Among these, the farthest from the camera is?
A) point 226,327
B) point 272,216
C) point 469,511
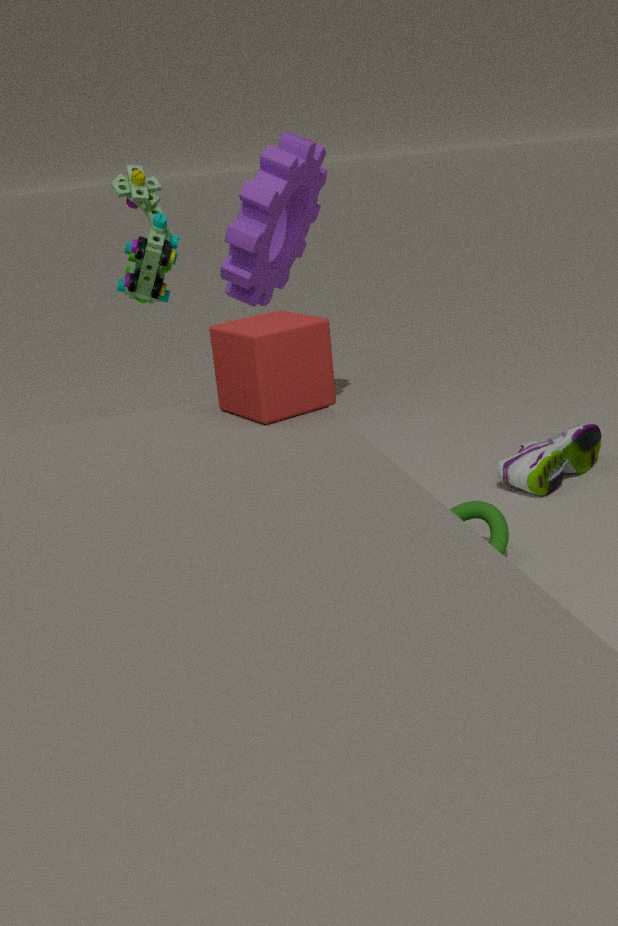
point 272,216
